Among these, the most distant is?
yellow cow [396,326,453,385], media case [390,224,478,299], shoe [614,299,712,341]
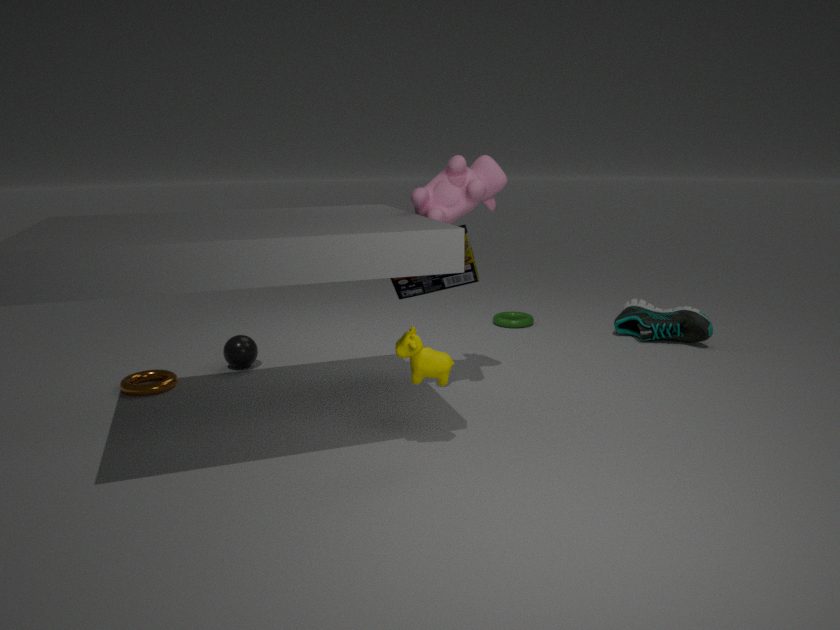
shoe [614,299,712,341]
